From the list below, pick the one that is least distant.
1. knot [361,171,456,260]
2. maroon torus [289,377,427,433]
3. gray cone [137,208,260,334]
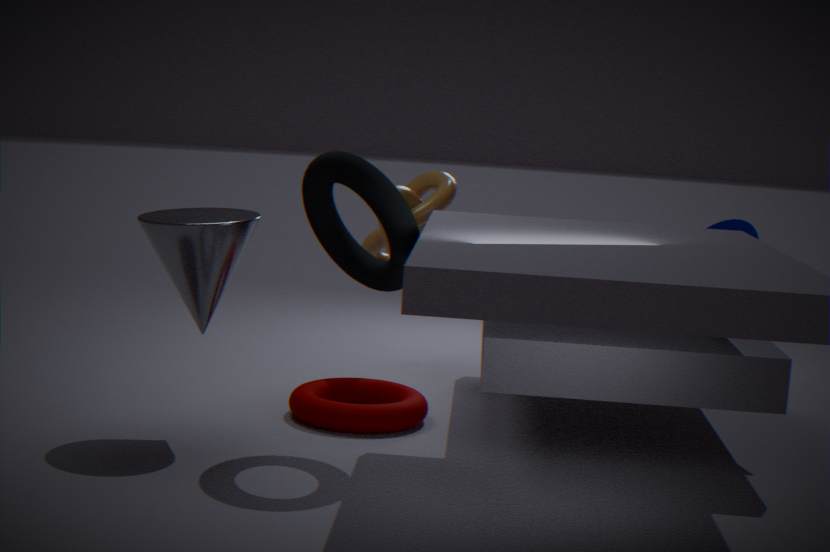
gray cone [137,208,260,334]
